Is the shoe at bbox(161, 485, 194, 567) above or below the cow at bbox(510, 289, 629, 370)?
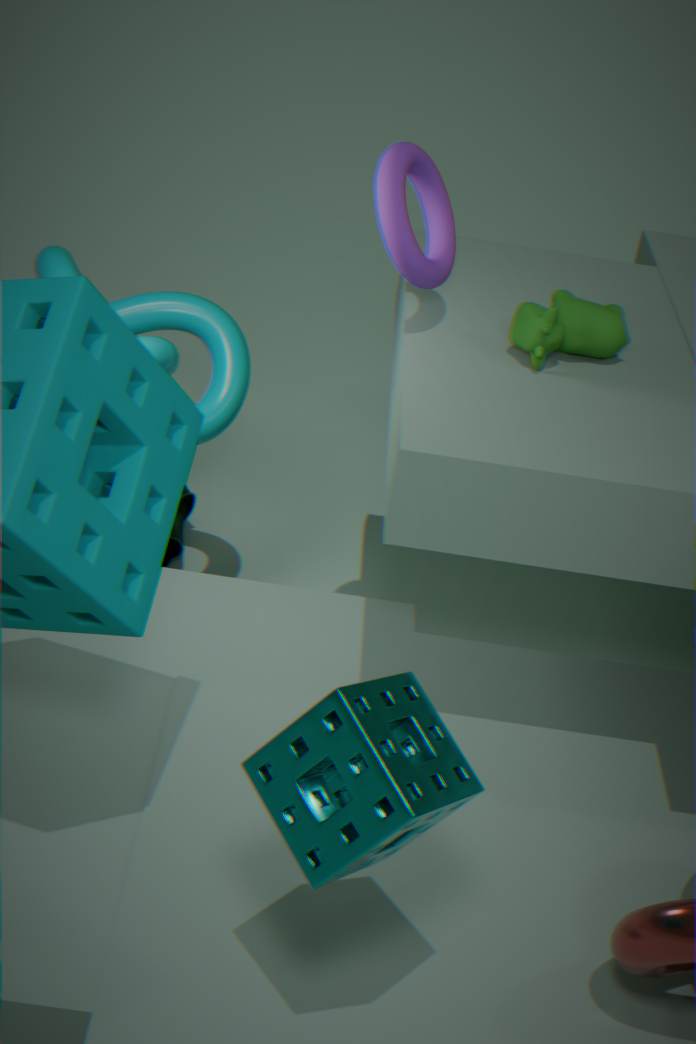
below
